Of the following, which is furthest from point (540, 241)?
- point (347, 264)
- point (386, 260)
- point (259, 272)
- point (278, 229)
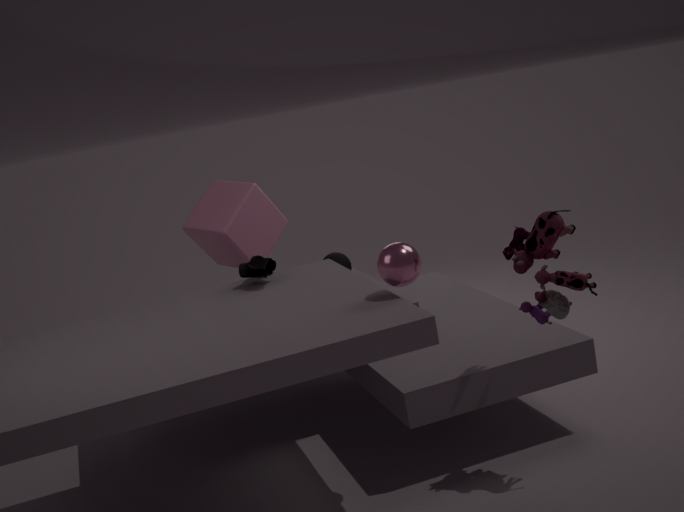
point (278, 229)
